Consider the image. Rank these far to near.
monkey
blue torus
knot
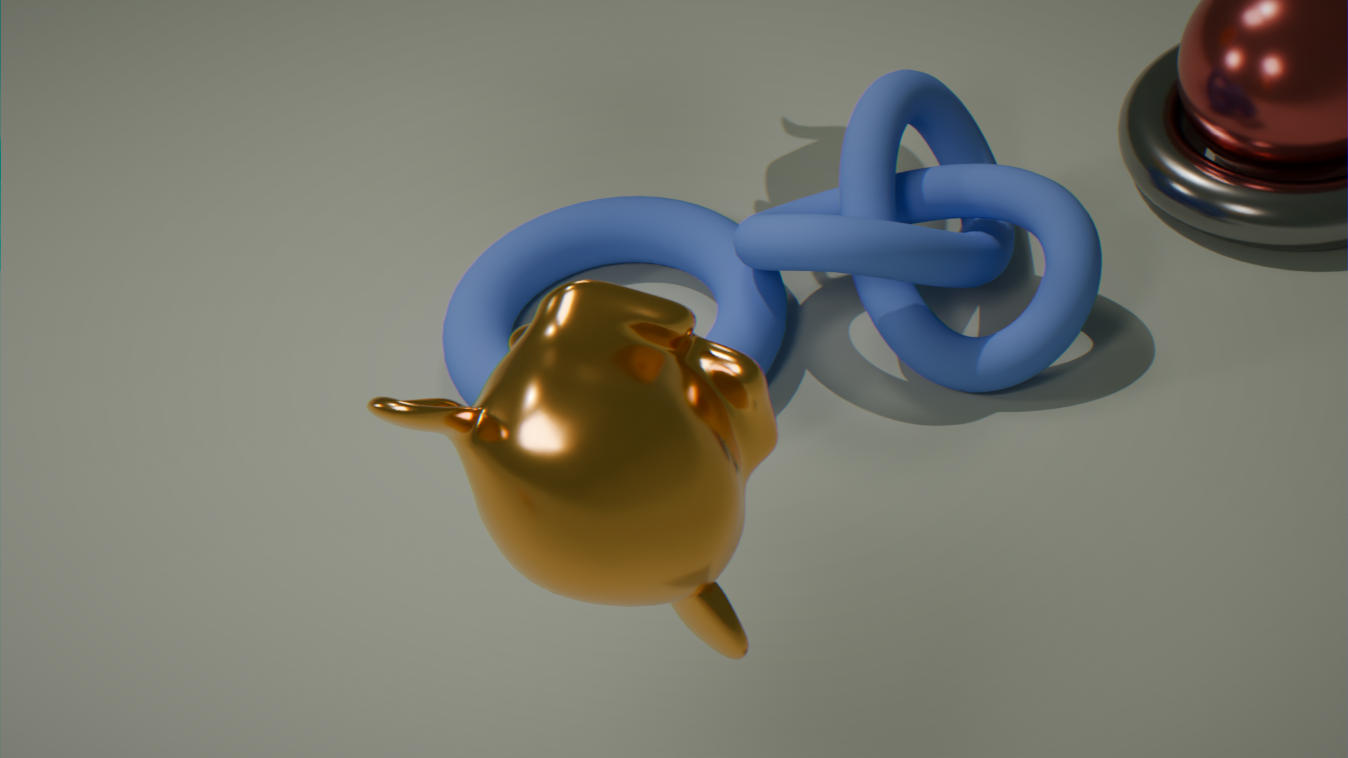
1. blue torus
2. knot
3. monkey
